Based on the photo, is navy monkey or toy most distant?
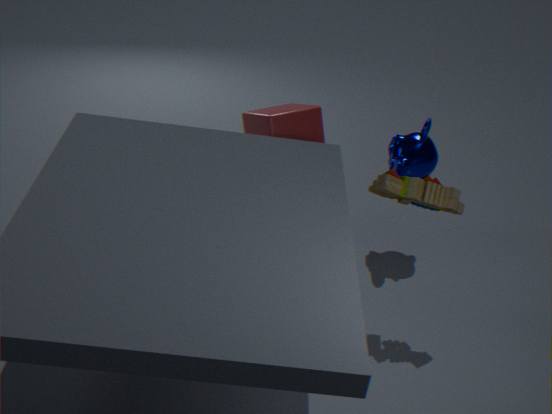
navy monkey
